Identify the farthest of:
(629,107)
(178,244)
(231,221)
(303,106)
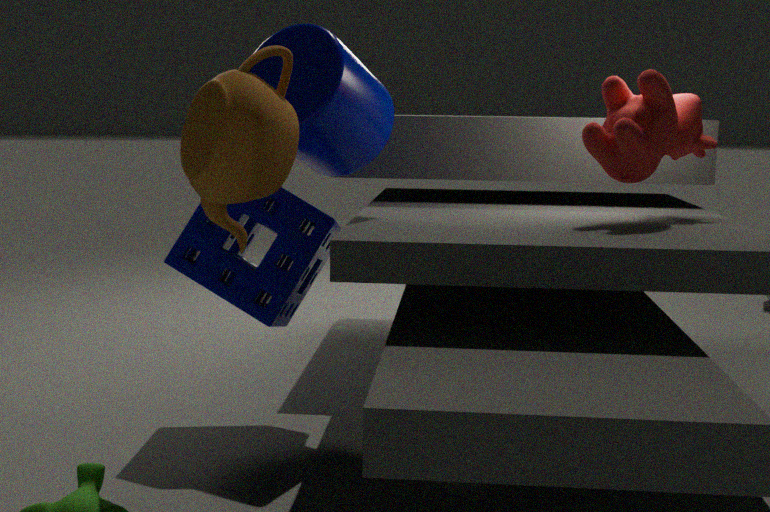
(629,107)
